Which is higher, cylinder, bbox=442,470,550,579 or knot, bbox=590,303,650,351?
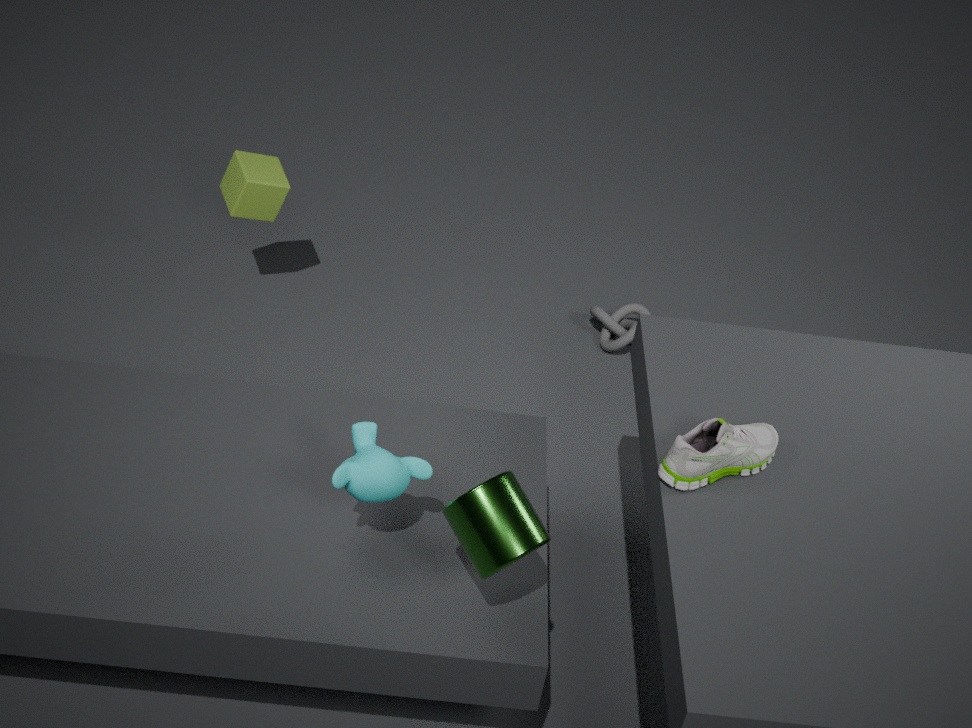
cylinder, bbox=442,470,550,579
